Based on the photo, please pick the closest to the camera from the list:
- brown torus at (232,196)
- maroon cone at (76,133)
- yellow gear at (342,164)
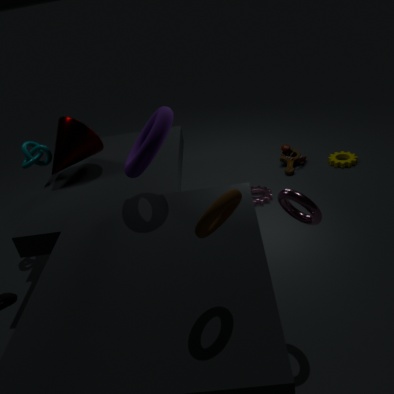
brown torus at (232,196)
